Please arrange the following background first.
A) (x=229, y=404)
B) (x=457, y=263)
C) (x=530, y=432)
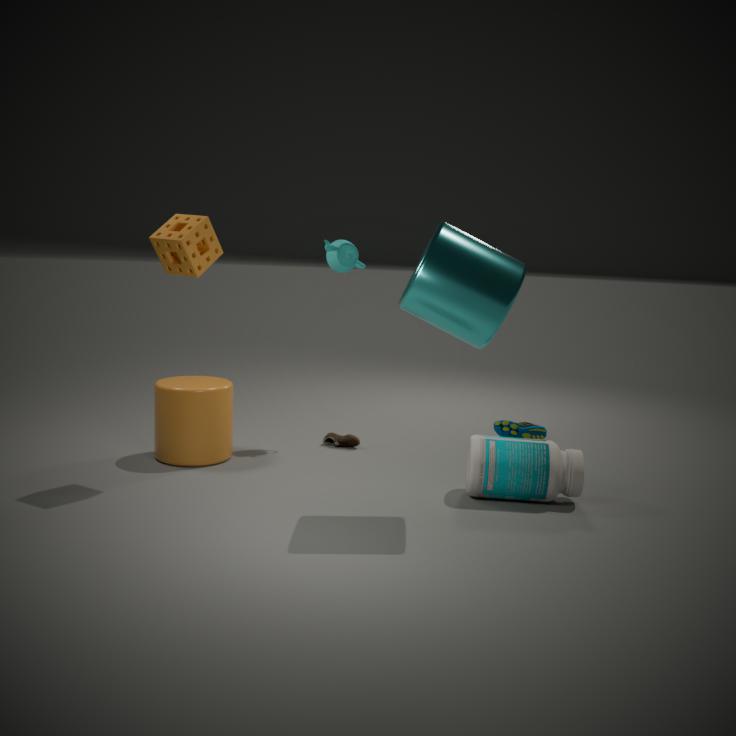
1. (x=530, y=432)
2. (x=229, y=404)
3. (x=457, y=263)
